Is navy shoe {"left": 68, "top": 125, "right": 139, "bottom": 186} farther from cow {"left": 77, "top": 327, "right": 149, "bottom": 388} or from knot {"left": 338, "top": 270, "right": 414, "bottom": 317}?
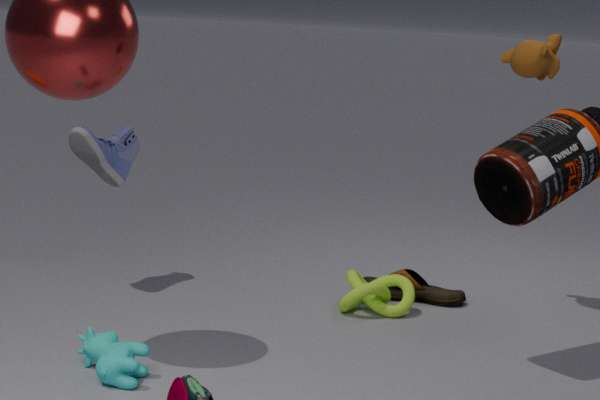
knot {"left": 338, "top": 270, "right": 414, "bottom": 317}
